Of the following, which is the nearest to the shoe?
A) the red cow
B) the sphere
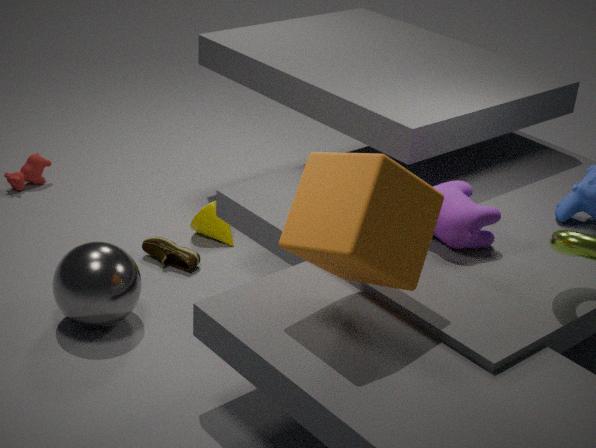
the sphere
